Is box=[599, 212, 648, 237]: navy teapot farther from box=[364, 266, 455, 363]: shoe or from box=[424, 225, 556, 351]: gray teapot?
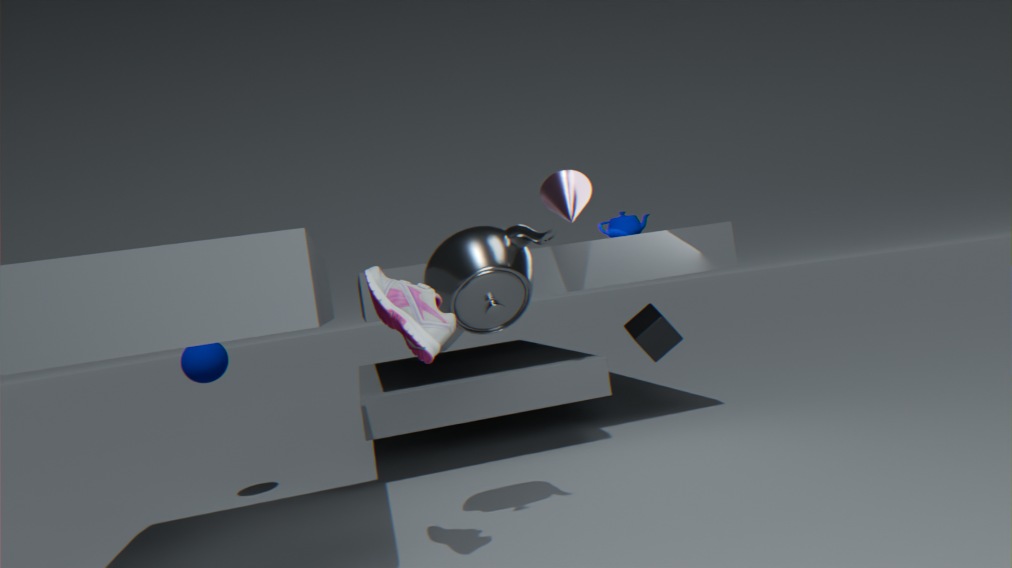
box=[364, 266, 455, 363]: shoe
